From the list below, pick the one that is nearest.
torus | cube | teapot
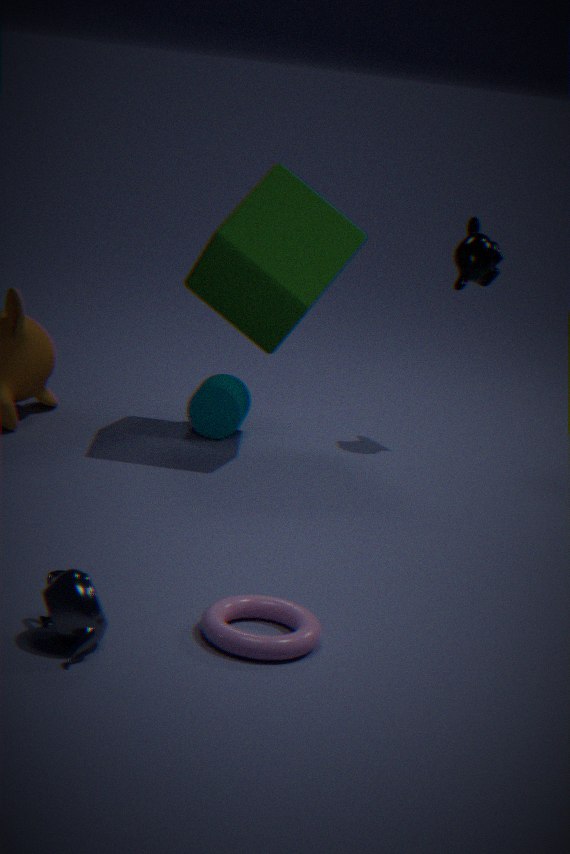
teapot
